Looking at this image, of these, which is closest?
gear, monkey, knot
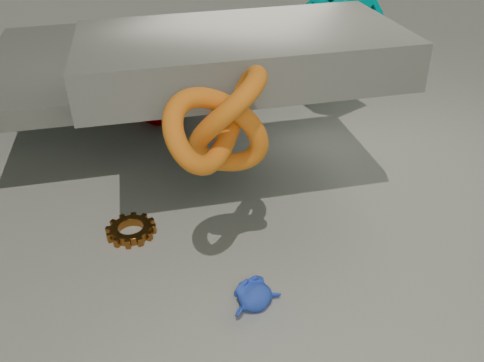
knot
